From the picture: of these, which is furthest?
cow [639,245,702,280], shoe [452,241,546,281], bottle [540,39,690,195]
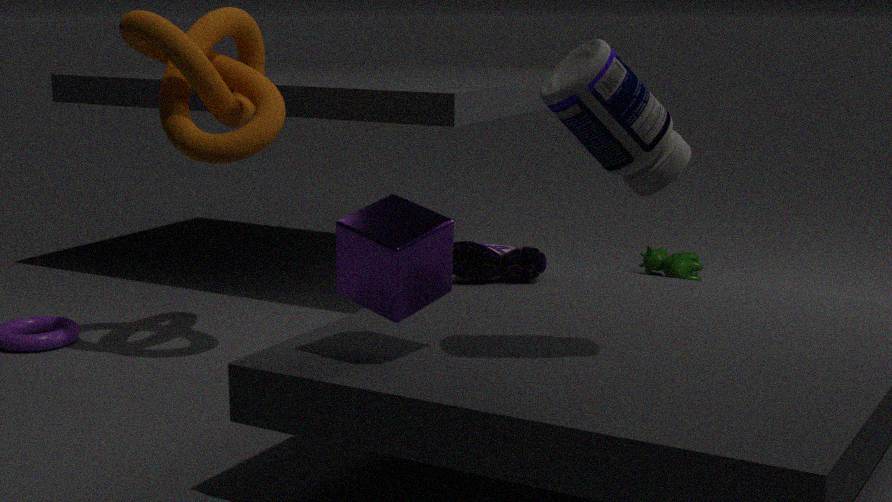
cow [639,245,702,280]
